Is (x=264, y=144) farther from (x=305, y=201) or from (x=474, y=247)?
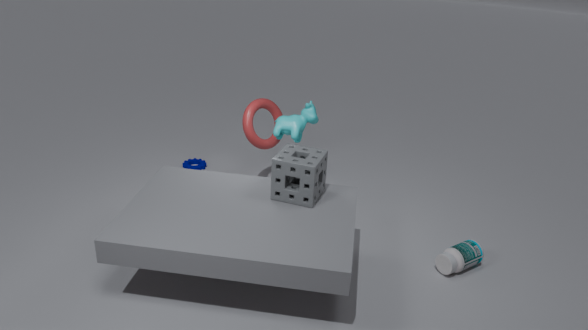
(x=474, y=247)
